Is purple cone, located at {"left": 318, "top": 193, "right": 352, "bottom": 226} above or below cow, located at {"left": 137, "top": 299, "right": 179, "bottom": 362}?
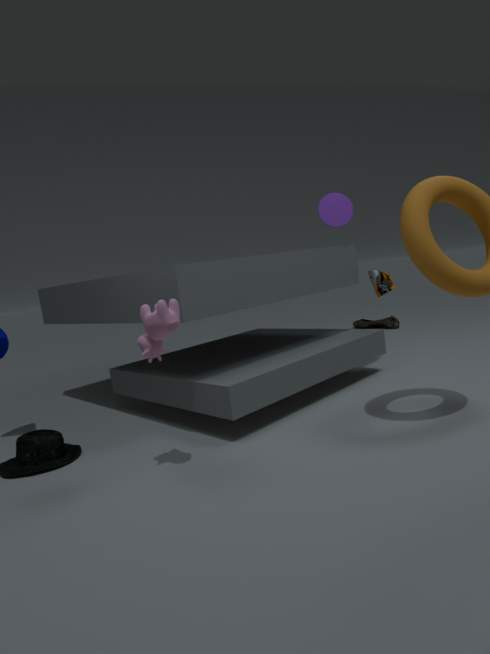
above
